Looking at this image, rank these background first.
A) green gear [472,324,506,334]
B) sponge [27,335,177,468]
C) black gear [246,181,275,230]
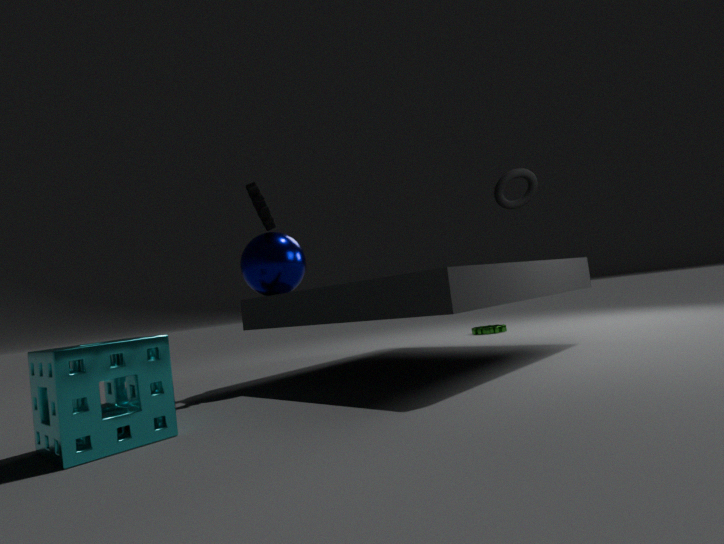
1. green gear [472,324,506,334]
2. black gear [246,181,275,230]
3. sponge [27,335,177,468]
